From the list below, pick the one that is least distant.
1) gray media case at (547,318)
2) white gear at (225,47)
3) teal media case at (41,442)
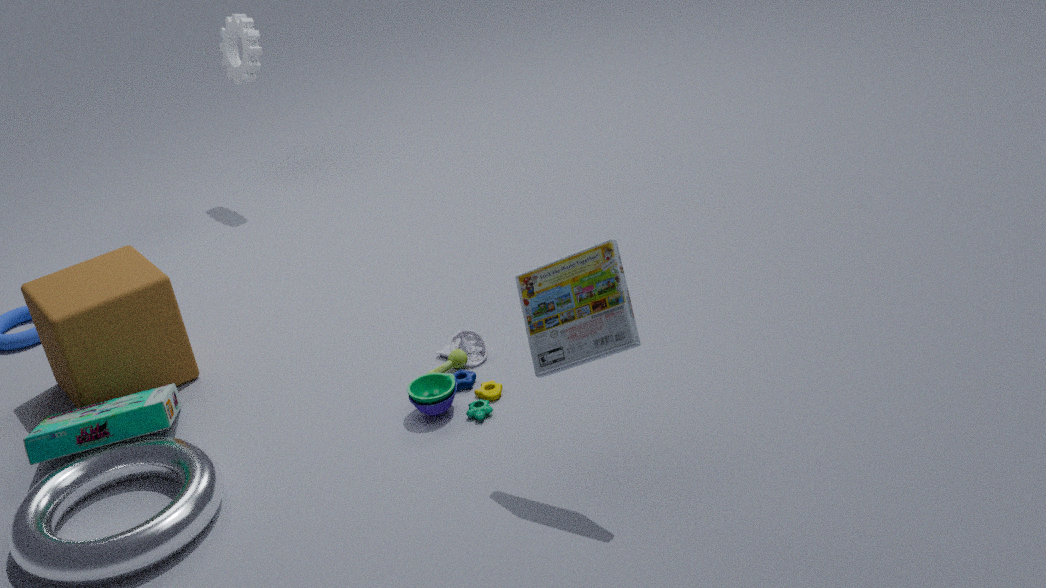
1. gray media case at (547,318)
